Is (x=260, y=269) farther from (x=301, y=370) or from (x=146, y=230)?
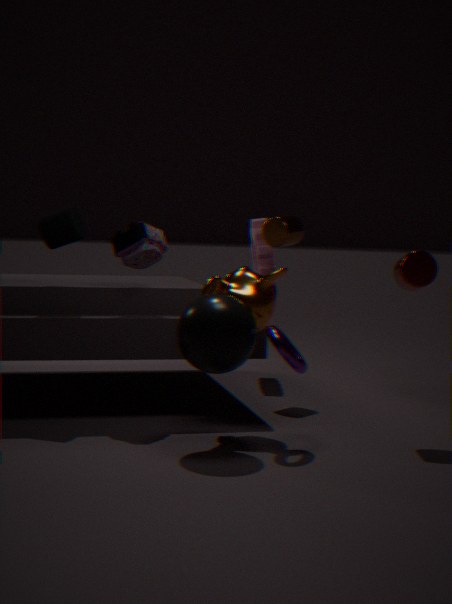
(x=301, y=370)
